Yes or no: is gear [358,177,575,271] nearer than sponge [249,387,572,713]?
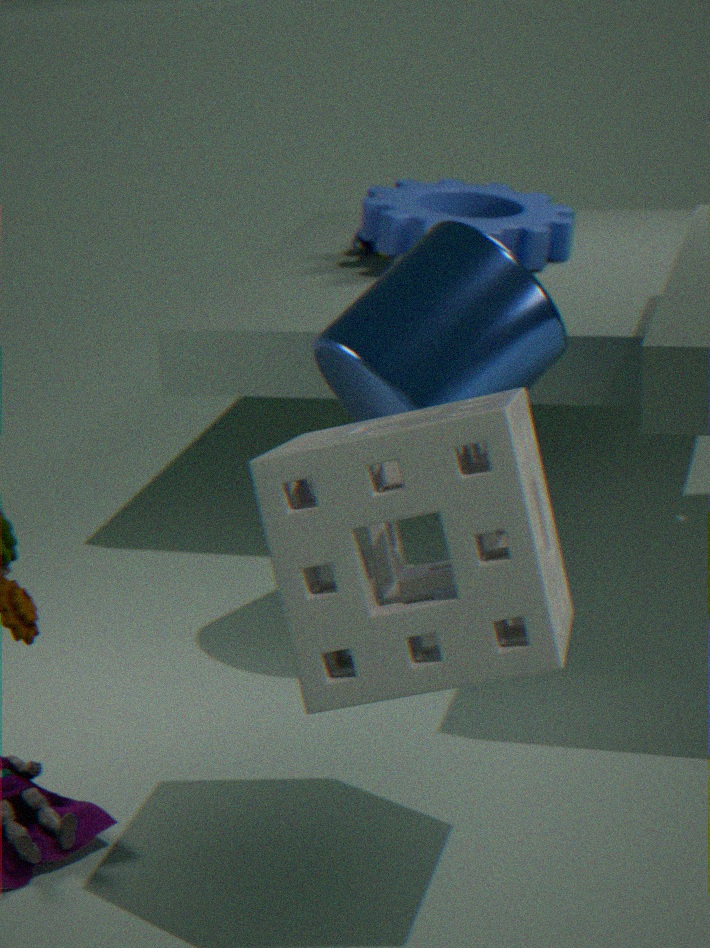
No
